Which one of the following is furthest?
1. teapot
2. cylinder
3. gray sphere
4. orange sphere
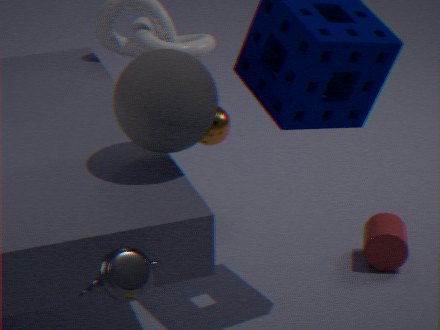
orange sphere
